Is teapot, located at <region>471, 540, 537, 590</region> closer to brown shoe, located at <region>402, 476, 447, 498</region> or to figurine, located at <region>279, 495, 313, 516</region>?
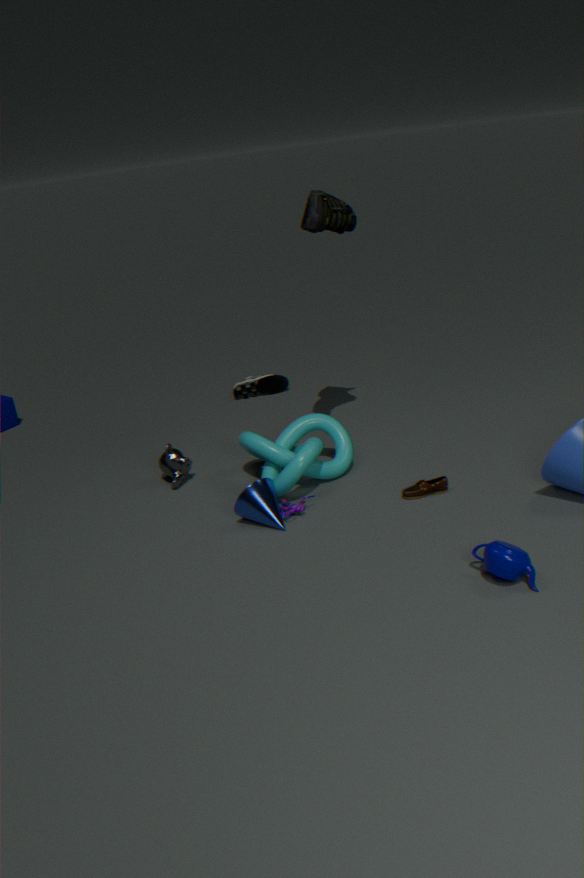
brown shoe, located at <region>402, 476, 447, 498</region>
